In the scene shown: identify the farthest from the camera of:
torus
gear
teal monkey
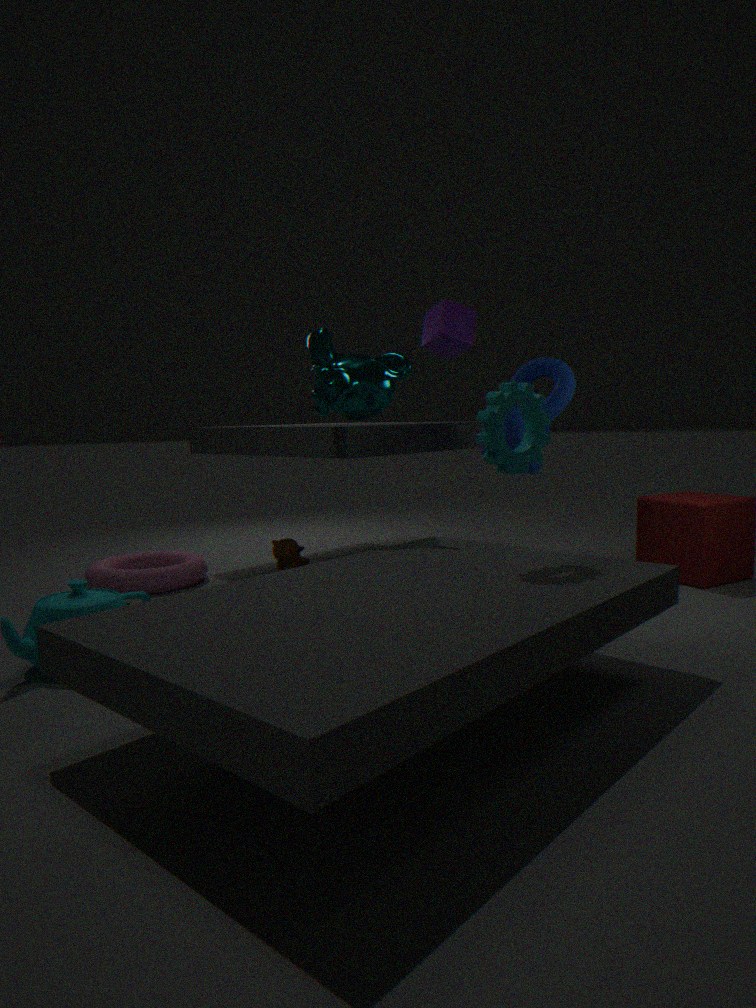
torus
